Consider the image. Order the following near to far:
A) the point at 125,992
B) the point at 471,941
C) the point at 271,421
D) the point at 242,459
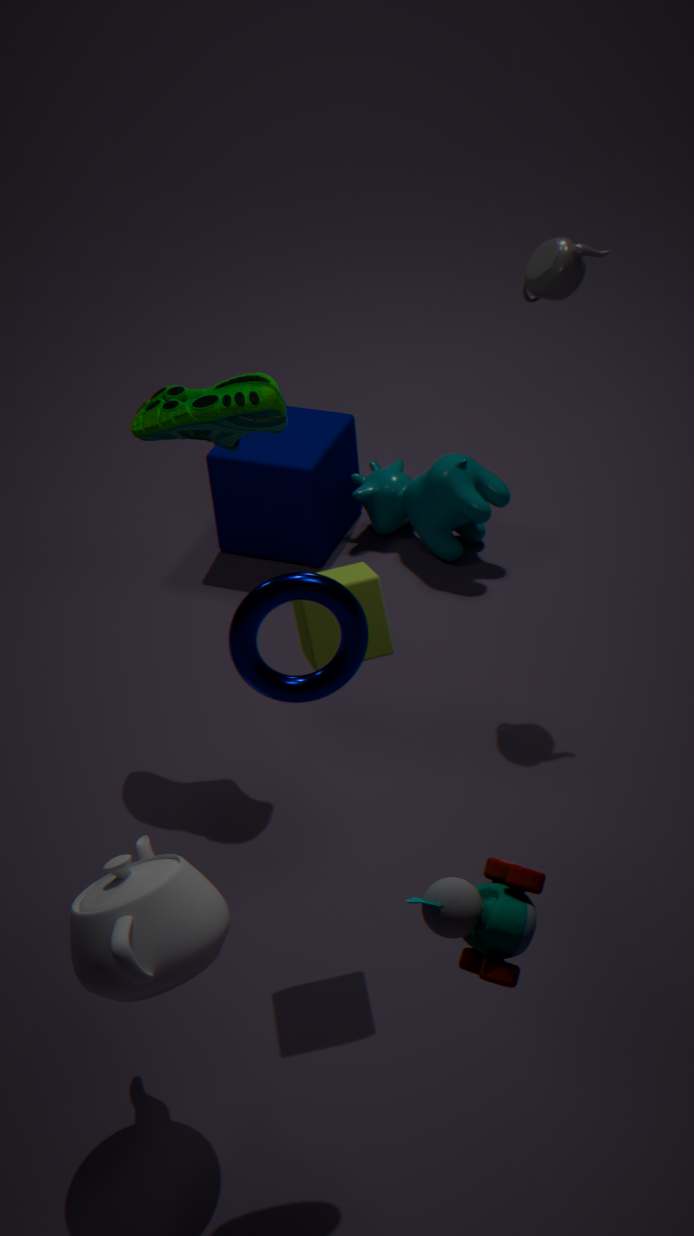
the point at 471,941, the point at 125,992, the point at 271,421, the point at 242,459
